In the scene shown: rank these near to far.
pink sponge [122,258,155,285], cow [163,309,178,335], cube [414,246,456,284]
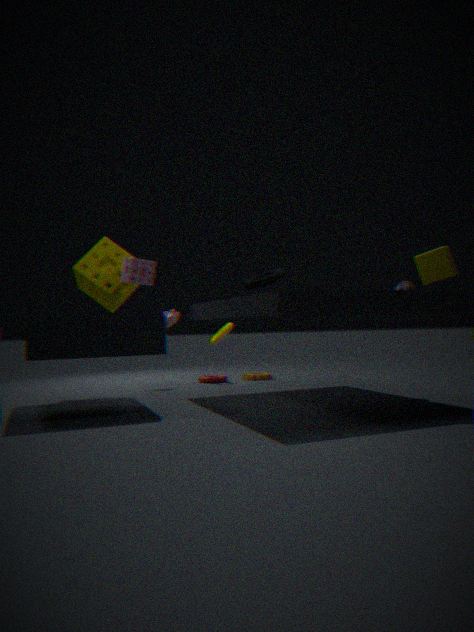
cube [414,246,456,284] < pink sponge [122,258,155,285] < cow [163,309,178,335]
